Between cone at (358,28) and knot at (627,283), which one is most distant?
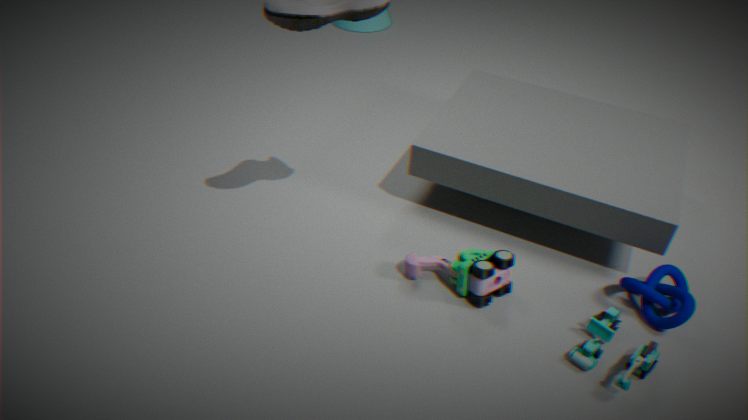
cone at (358,28)
